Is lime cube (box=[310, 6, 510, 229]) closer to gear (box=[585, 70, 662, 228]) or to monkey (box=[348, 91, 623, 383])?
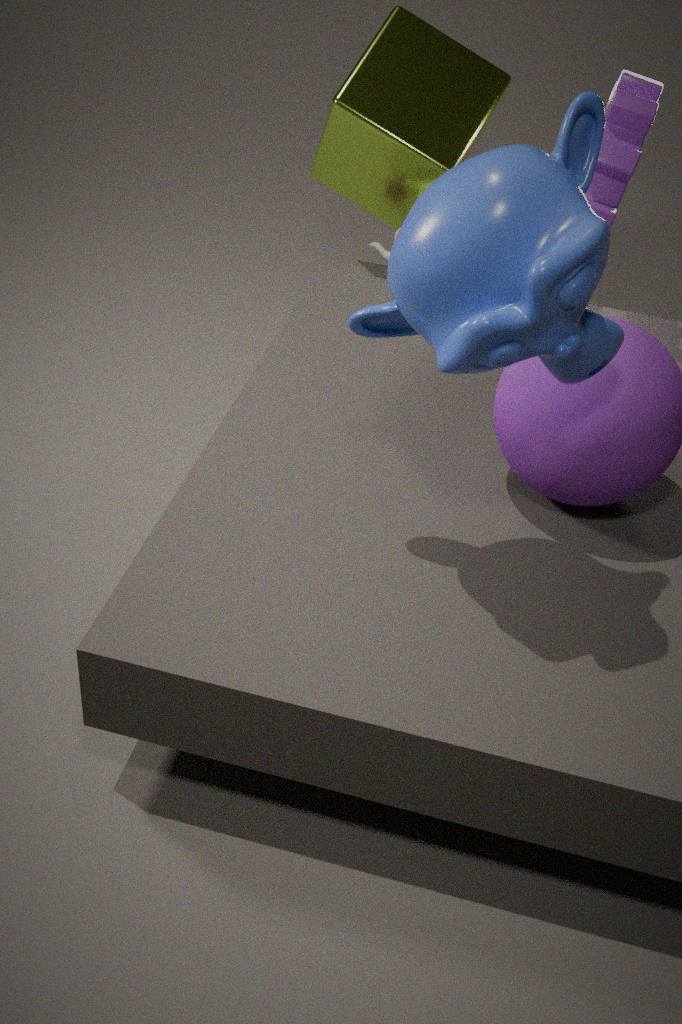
gear (box=[585, 70, 662, 228])
